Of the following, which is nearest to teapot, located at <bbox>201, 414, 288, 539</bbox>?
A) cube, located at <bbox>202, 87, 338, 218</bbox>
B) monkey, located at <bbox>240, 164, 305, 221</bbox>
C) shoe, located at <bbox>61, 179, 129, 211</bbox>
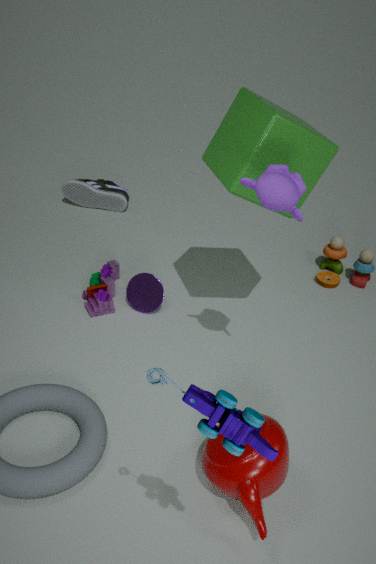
monkey, located at <bbox>240, 164, 305, 221</bbox>
